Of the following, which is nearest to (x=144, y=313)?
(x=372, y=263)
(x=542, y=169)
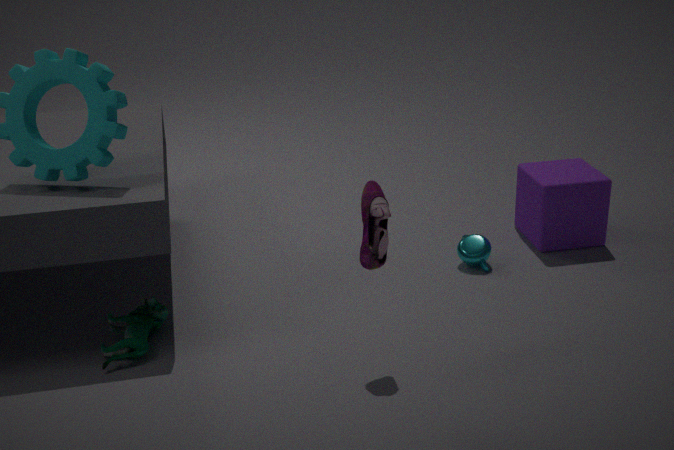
(x=372, y=263)
